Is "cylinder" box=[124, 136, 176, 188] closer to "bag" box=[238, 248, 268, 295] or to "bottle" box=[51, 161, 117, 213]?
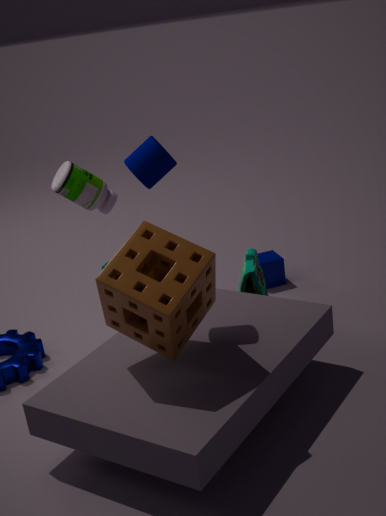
"bottle" box=[51, 161, 117, 213]
